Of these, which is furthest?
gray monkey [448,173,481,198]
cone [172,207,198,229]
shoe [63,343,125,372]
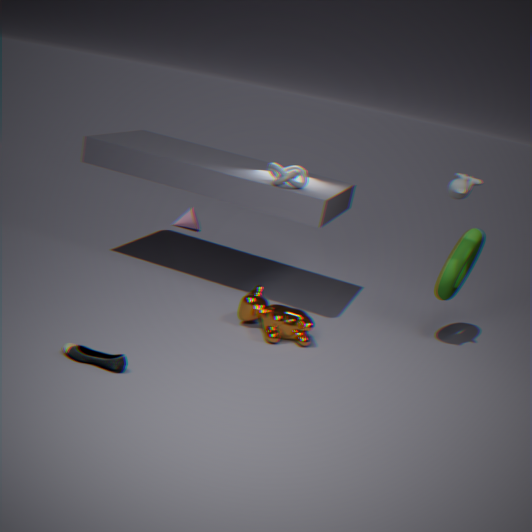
cone [172,207,198,229]
